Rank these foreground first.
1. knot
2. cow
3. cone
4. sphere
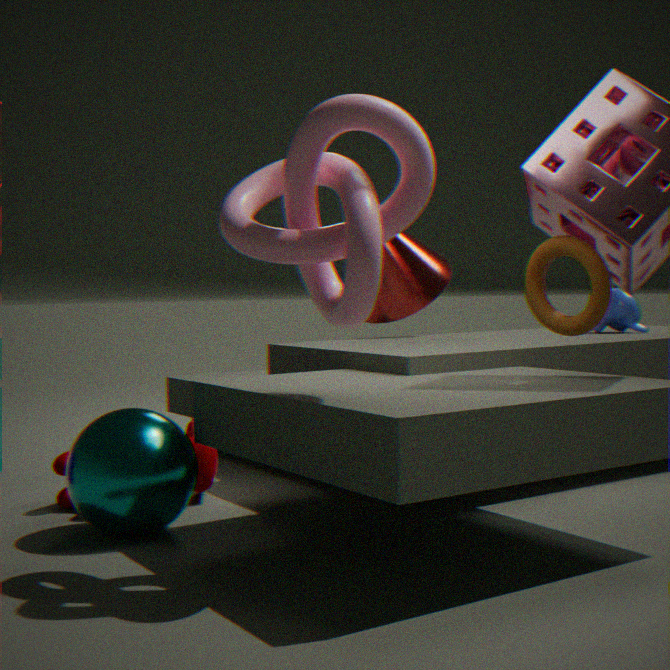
1. knot
2. sphere
3. cow
4. cone
